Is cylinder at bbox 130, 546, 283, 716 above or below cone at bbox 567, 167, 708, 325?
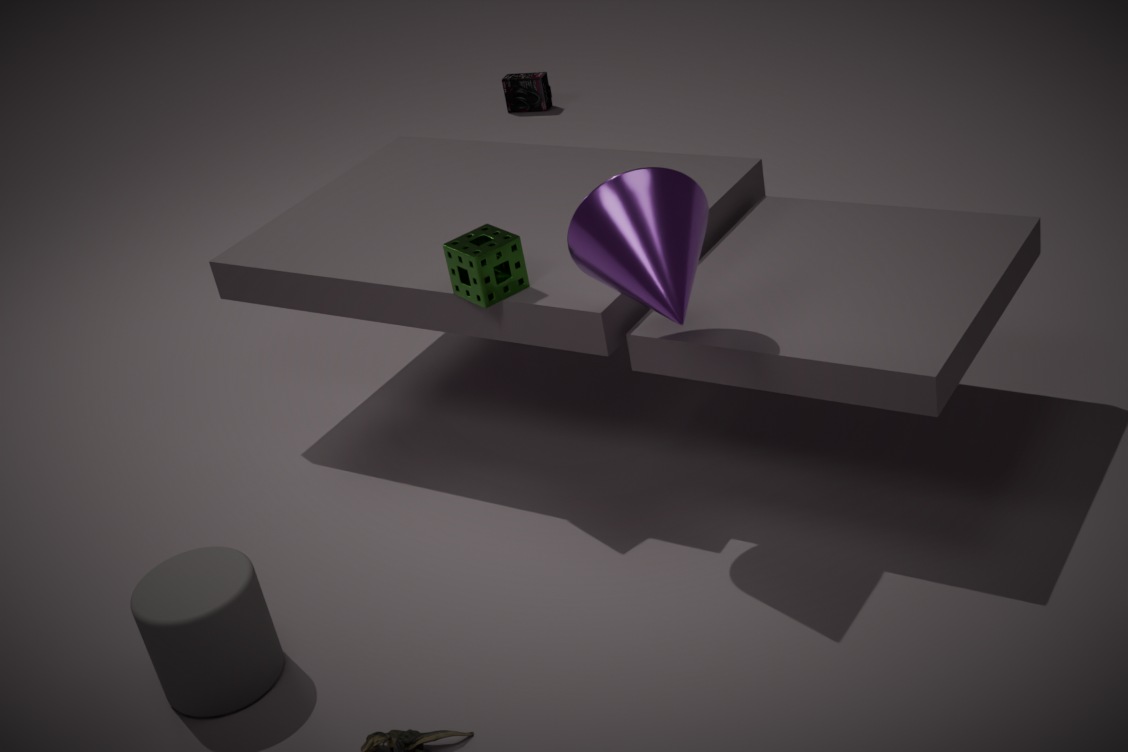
below
